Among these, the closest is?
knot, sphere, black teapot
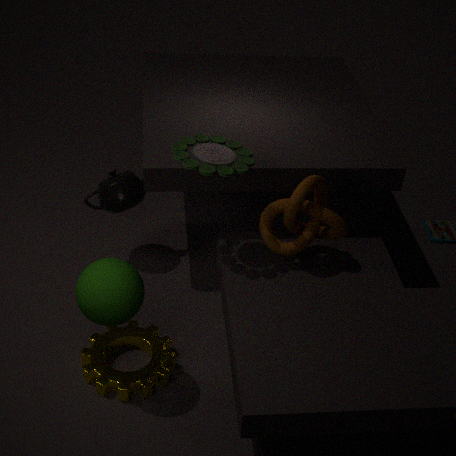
sphere
